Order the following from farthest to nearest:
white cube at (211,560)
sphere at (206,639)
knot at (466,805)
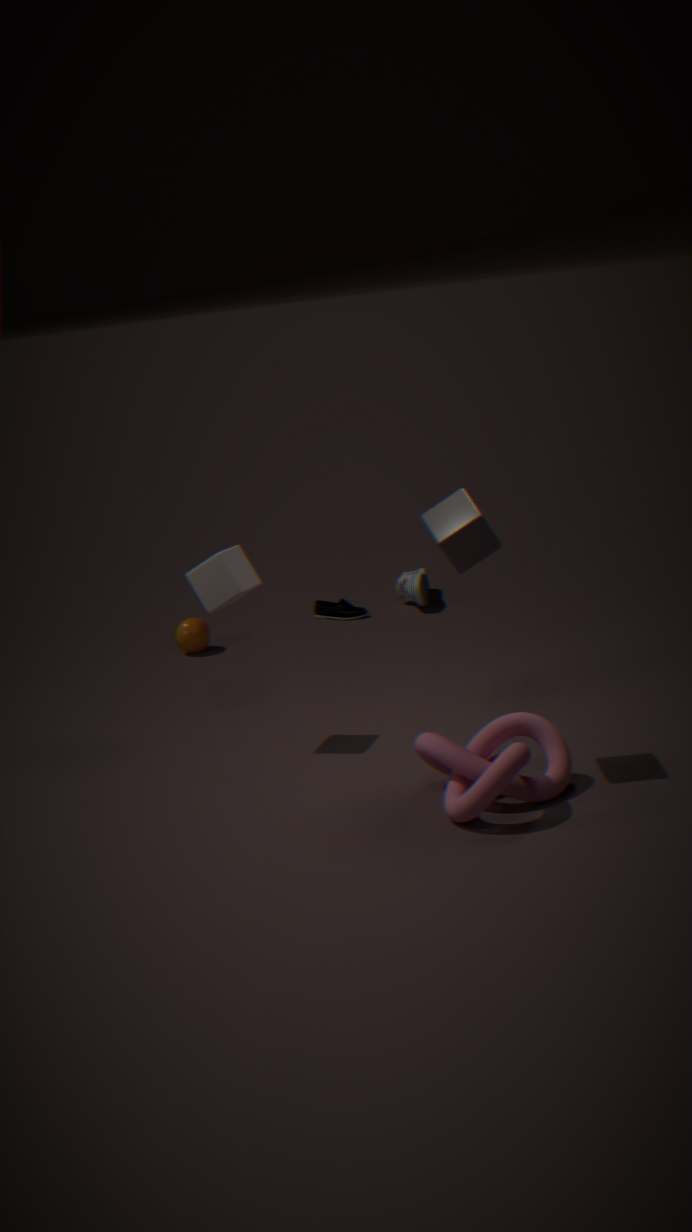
1. sphere at (206,639)
2. white cube at (211,560)
3. knot at (466,805)
